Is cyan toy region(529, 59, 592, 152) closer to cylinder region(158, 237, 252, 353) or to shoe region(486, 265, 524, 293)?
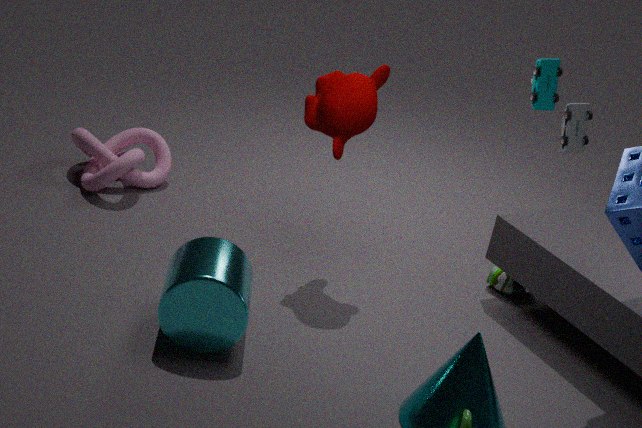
shoe region(486, 265, 524, 293)
